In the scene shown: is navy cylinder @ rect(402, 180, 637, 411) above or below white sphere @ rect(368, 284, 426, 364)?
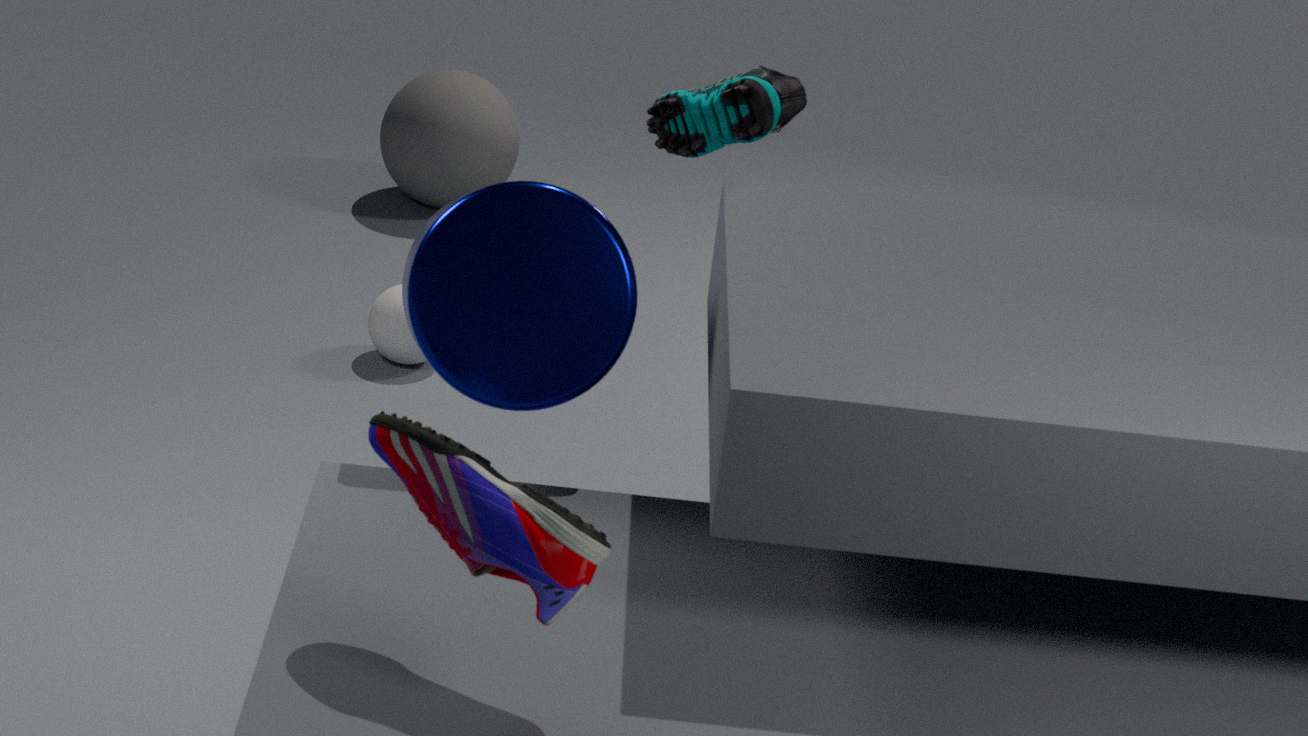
above
